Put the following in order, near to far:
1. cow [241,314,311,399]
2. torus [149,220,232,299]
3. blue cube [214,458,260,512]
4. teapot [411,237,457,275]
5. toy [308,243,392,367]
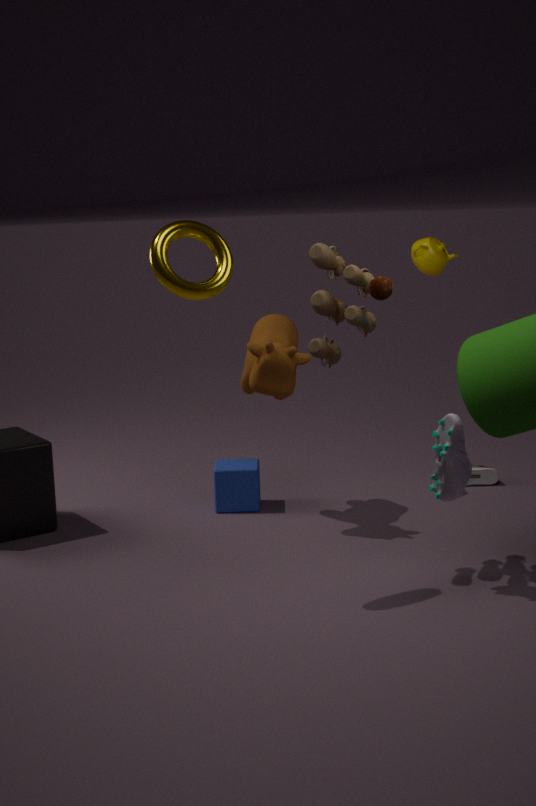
torus [149,220,232,299]
toy [308,243,392,367]
cow [241,314,311,399]
blue cube [214,458,260,512]
teapot [411,237,457,275]
